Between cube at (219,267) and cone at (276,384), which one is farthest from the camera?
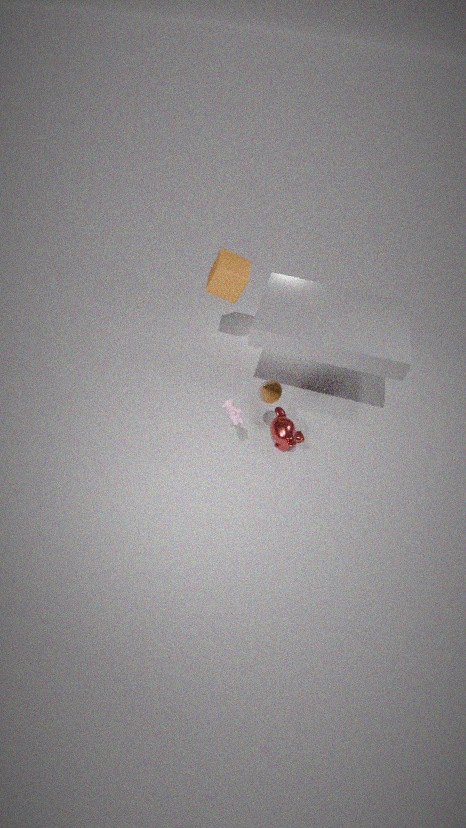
cube at (219,267)
